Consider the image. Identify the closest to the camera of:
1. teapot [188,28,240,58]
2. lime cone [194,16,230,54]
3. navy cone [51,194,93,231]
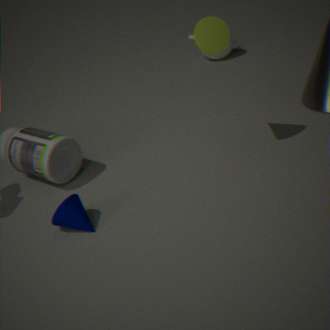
navy cone [51,194,93,231]
